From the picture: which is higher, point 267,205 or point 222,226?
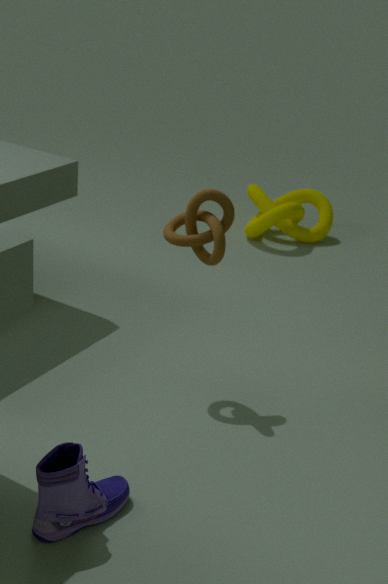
point 222,226
